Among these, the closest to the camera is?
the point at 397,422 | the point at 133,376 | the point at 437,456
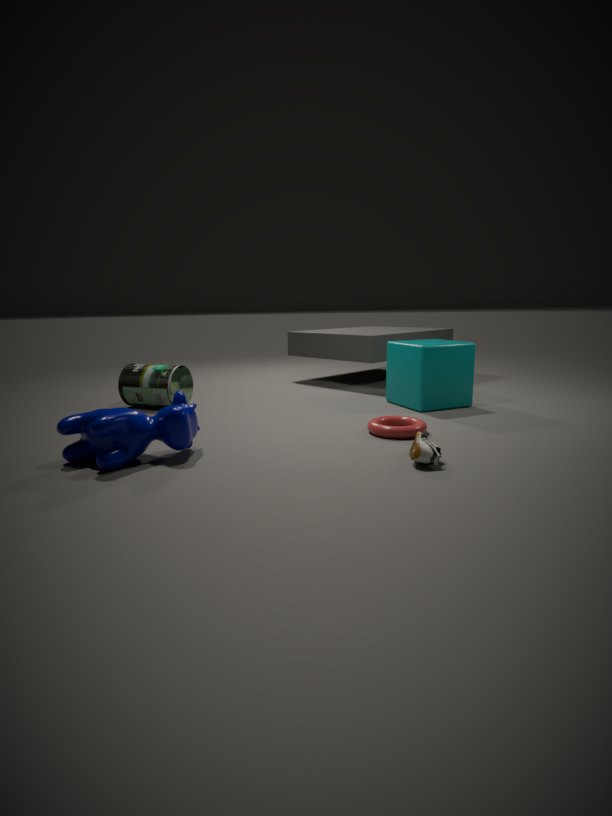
the point at 437,456
